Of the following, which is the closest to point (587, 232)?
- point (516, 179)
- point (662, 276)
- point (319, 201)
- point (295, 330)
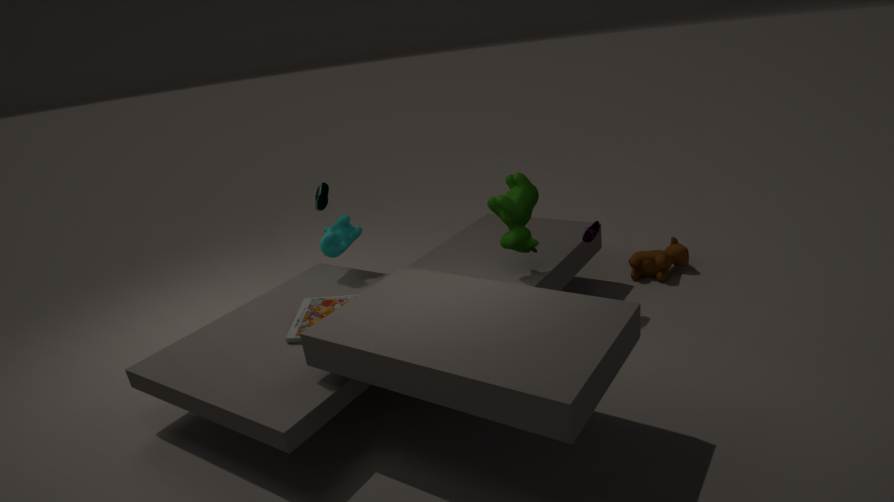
point (516, 179)
